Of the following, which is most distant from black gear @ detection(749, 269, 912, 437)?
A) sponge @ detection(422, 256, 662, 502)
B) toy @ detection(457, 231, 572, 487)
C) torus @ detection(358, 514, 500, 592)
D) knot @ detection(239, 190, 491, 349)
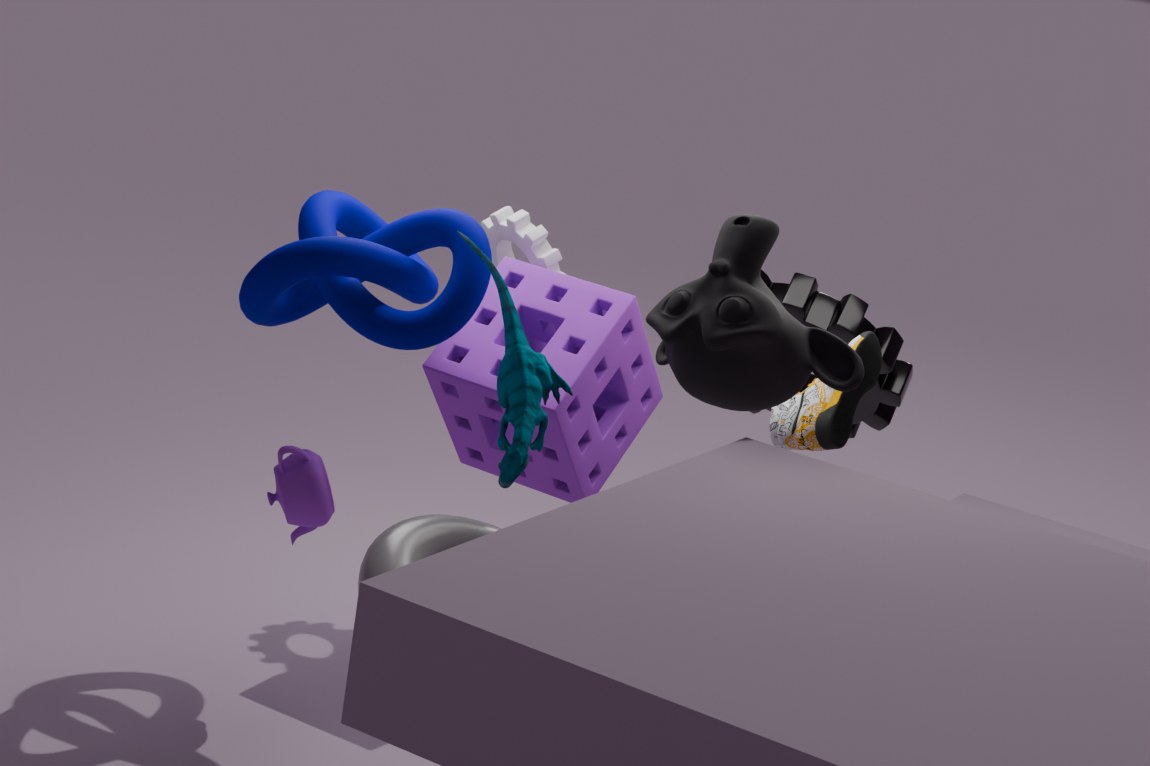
torus @ detection(358, 514, 500, 592)
